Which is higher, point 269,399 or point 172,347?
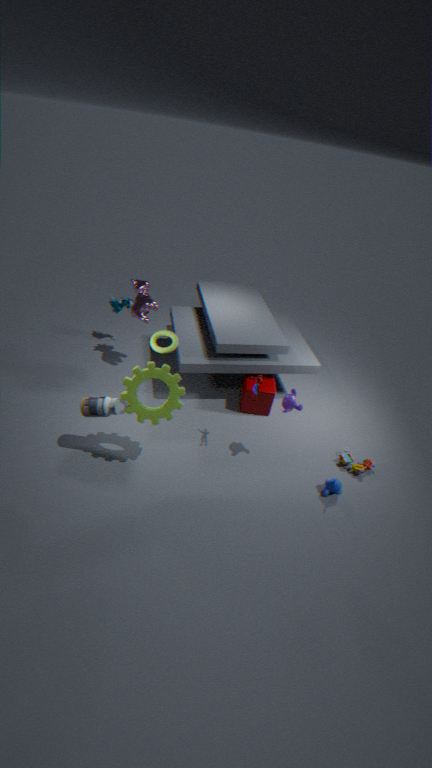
point 172,347
